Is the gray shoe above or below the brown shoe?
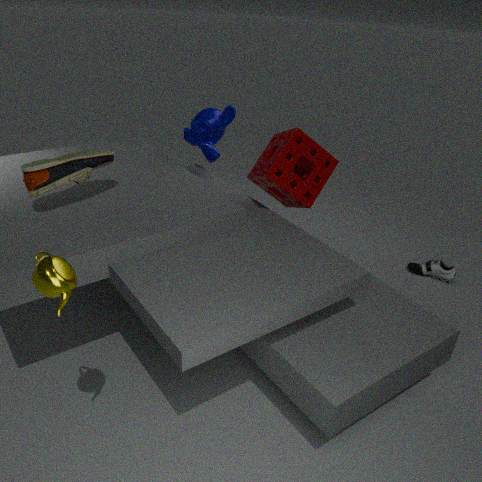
below
